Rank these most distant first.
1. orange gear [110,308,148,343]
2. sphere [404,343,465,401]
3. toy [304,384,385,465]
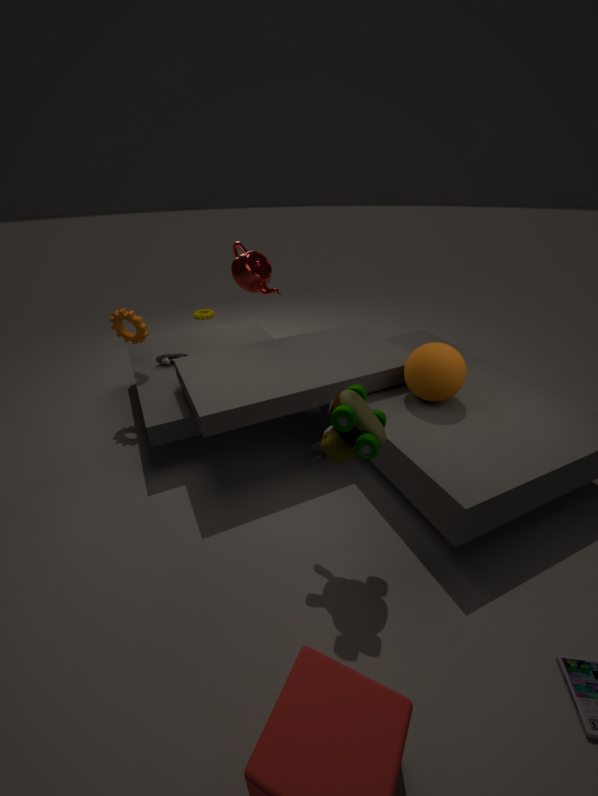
orange gear [110,308,148,343] < sphere [404,343,465,401] < toy [304,384,385,465]
